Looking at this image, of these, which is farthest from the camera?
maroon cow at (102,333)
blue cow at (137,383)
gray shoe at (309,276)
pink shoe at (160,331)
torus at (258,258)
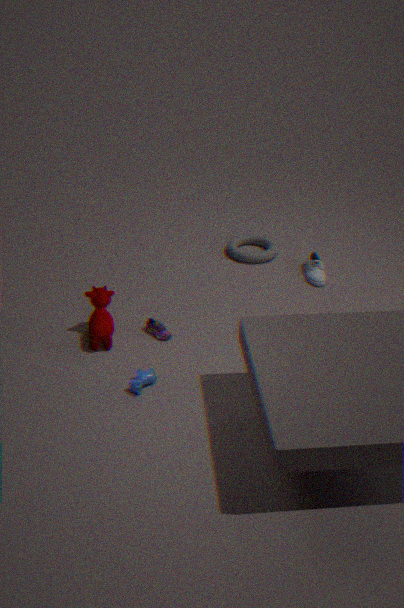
torus at (258,258)
